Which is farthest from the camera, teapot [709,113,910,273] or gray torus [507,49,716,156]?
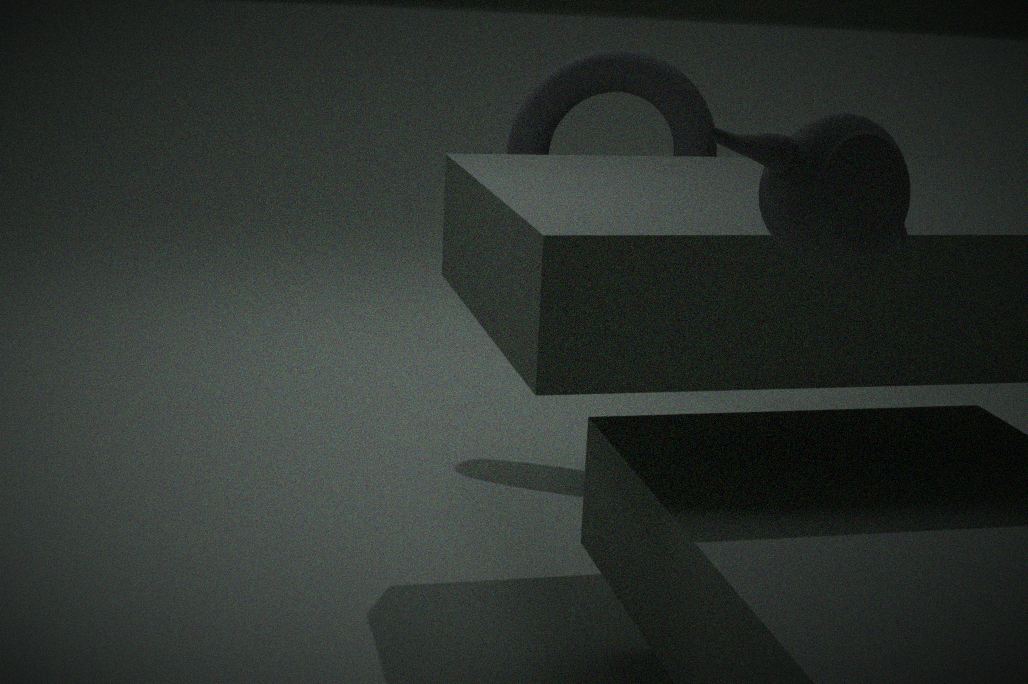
gray torus [507,49,716,156]
